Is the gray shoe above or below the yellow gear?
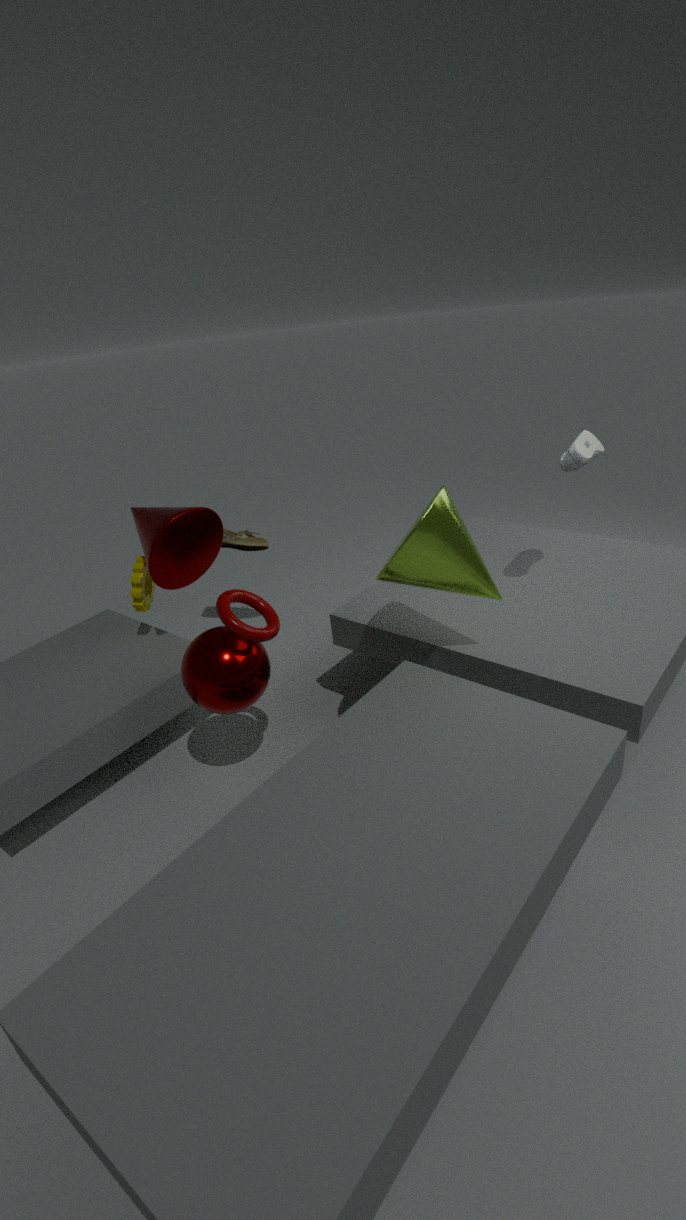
above
